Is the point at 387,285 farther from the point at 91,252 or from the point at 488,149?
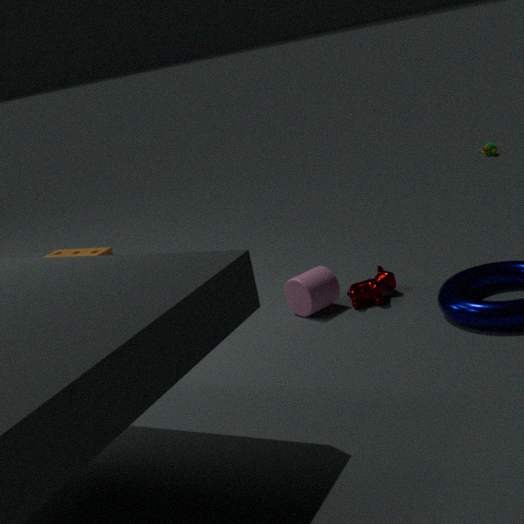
the point at 488,149
